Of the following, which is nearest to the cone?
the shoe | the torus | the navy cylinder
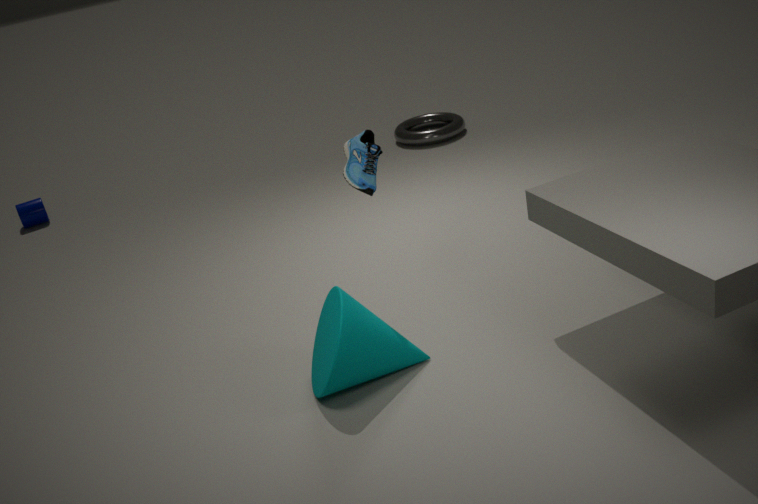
the shoe
